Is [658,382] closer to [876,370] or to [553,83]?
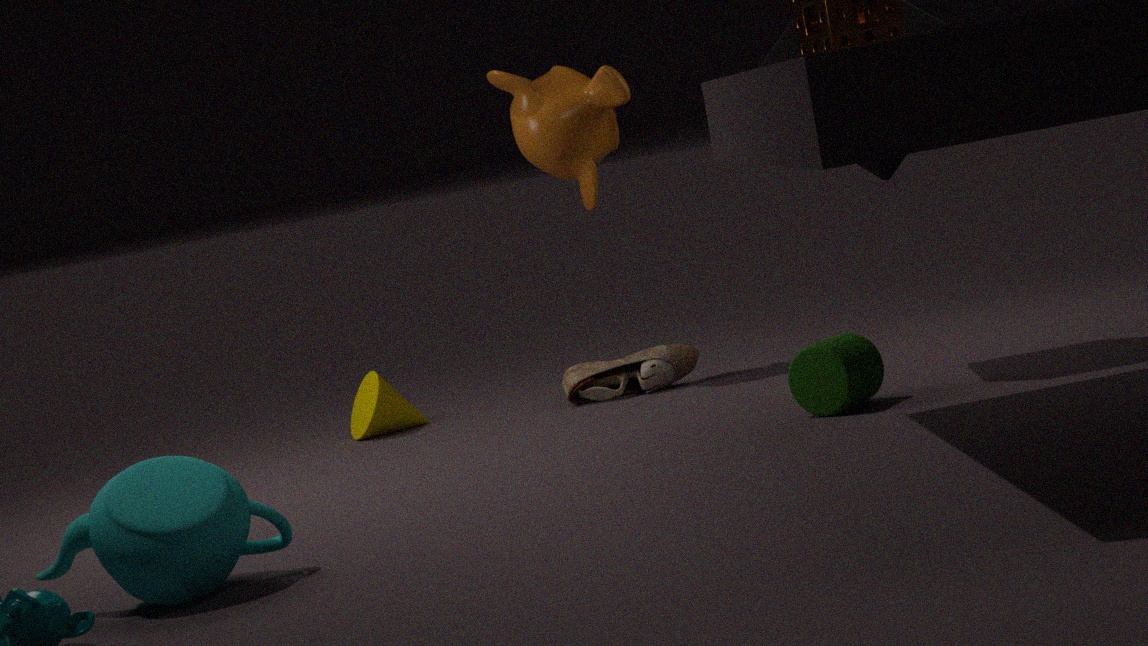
[553,83]
